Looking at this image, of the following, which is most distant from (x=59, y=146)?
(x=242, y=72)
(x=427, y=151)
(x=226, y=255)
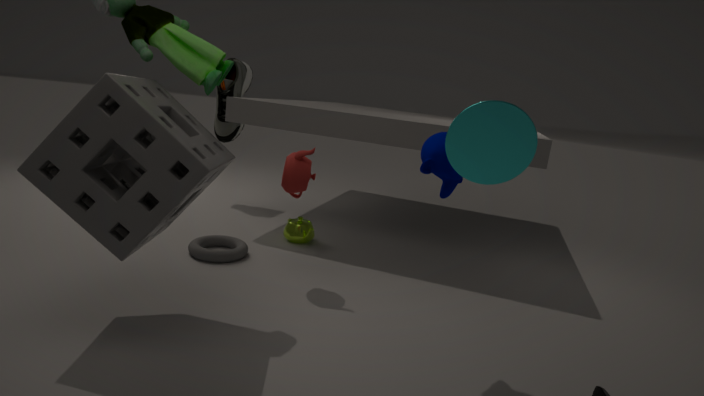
(x=242, y=72)
